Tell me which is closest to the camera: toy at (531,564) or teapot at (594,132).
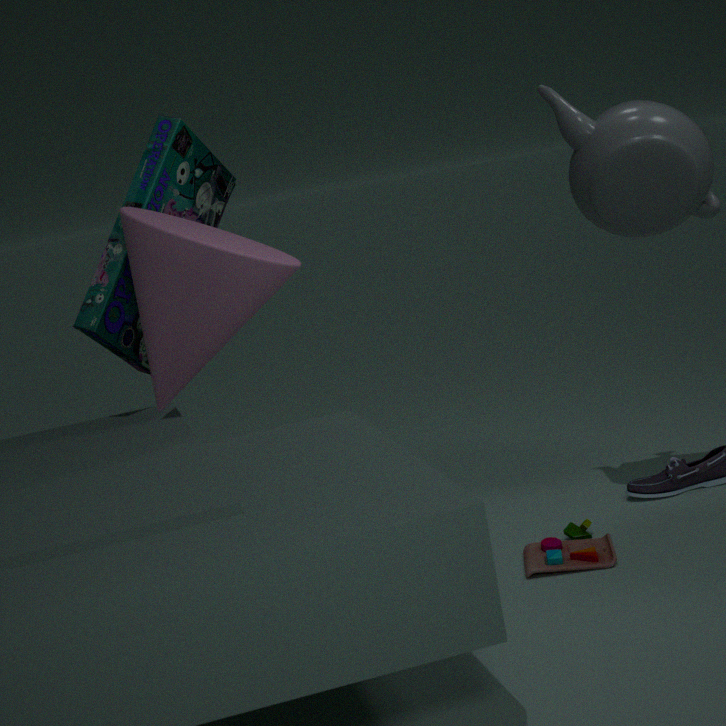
toy at (531,564)
